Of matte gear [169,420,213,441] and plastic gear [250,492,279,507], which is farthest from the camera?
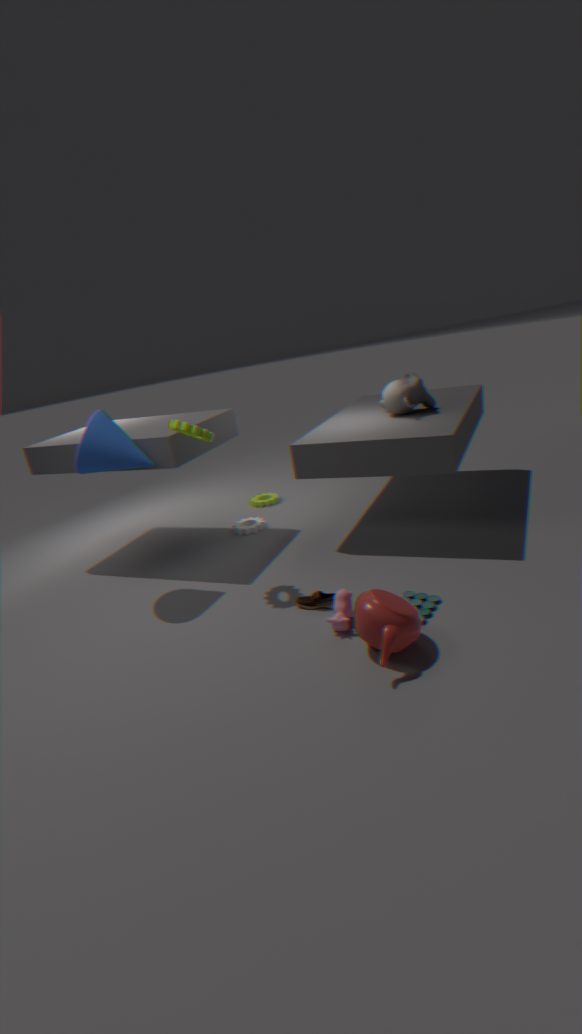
plastic gear [250,492,279,507]
